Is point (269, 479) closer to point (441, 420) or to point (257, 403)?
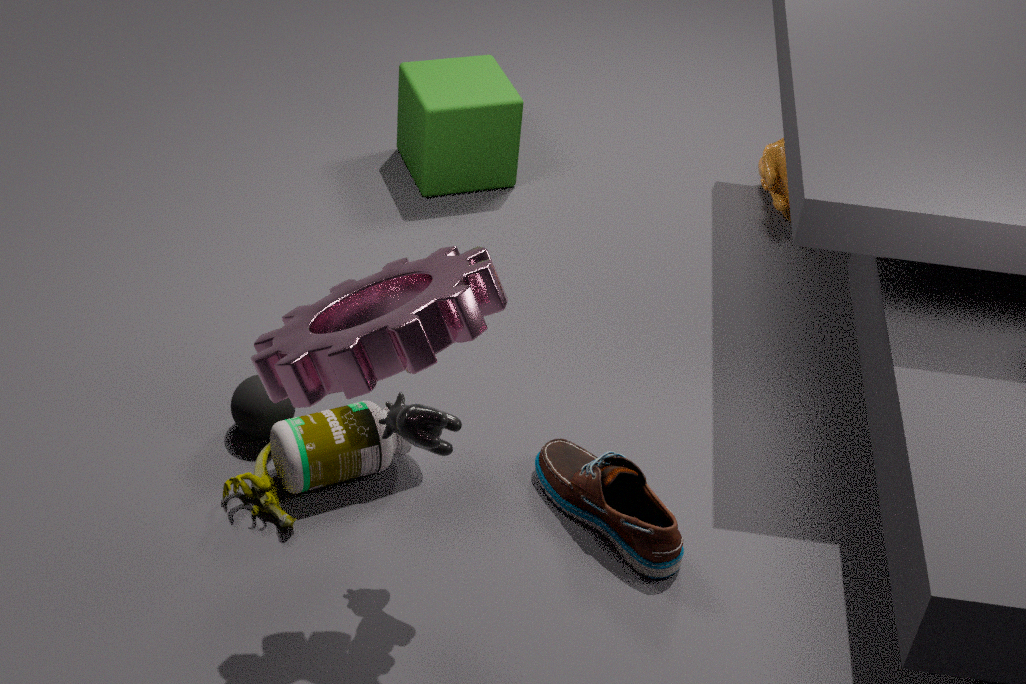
point (257, 403)
